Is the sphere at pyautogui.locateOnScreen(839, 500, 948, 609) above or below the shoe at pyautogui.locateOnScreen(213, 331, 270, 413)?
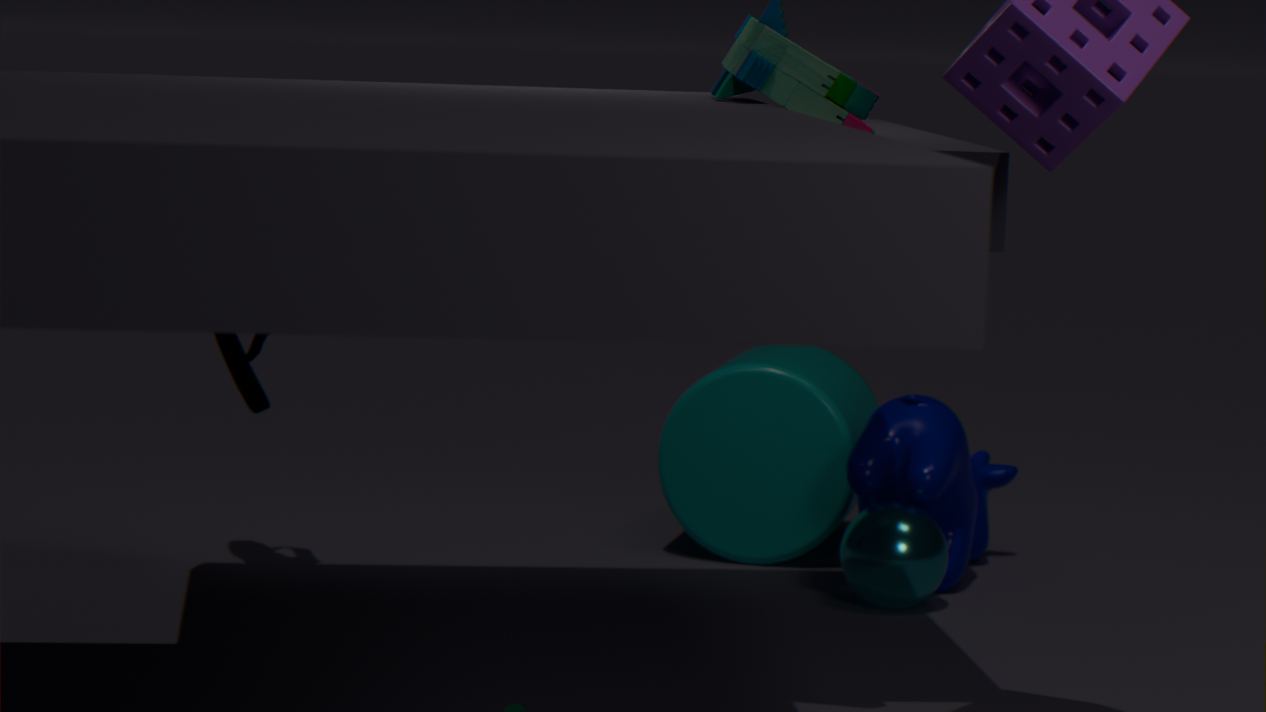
below
